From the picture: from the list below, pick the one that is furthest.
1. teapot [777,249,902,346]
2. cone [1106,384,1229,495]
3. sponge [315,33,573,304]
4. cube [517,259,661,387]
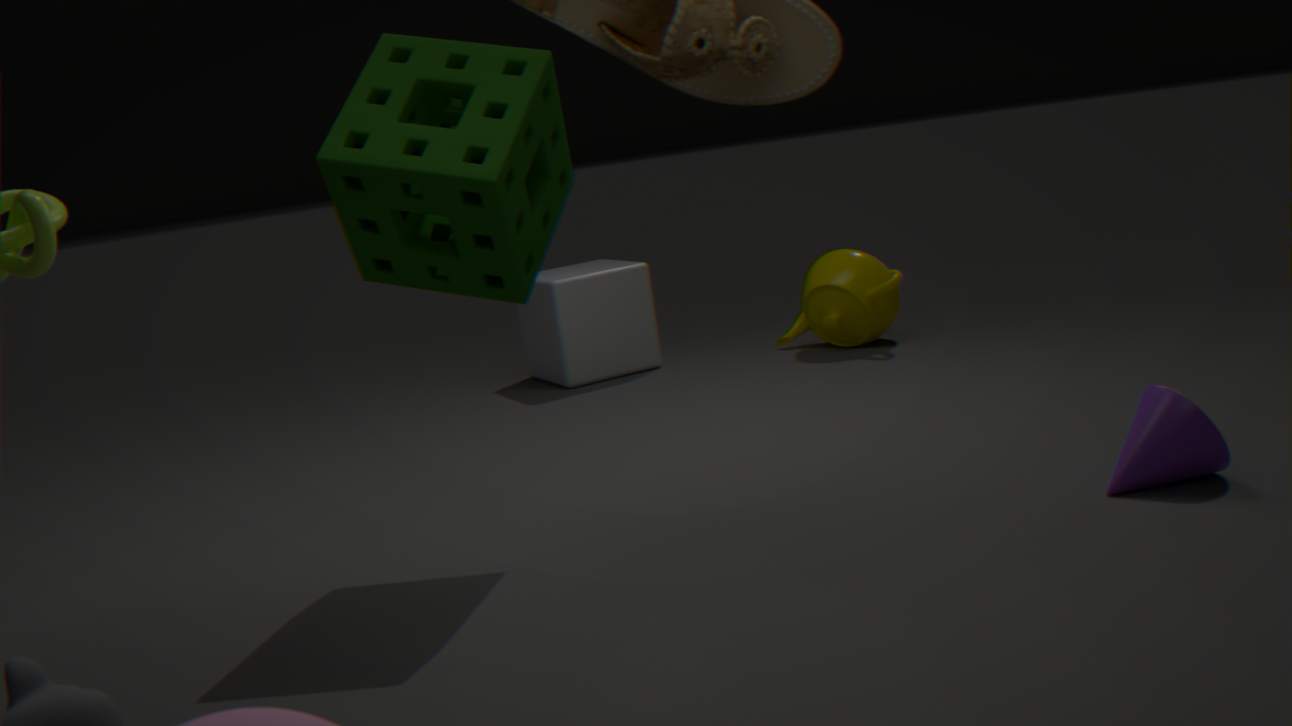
cube [517,259,661,387]
